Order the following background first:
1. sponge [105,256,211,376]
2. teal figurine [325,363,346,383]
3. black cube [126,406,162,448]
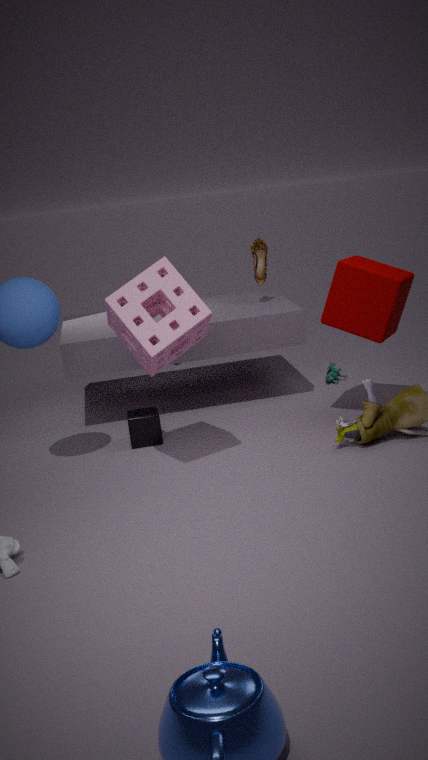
teal figurine [325,363,346,383] < black cube [126,406,162,448] < sponge [105,256,211,376]
